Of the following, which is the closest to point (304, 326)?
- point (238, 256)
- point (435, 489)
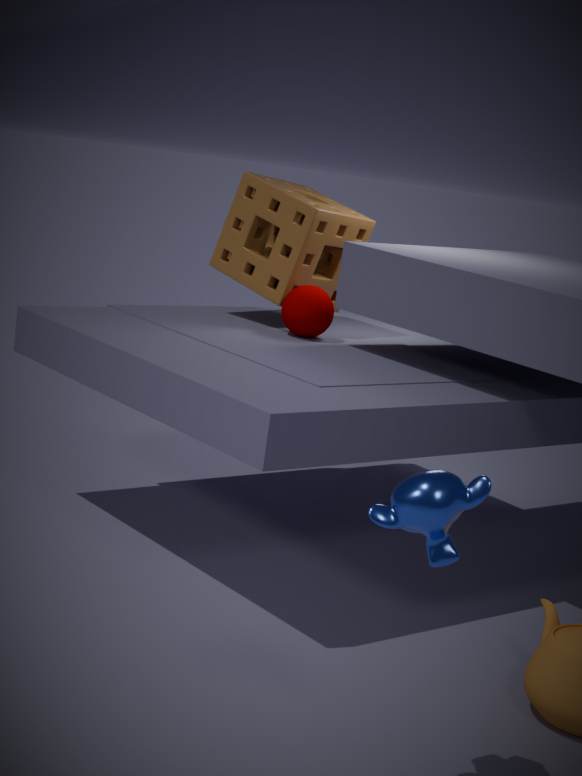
point (238, 256)
